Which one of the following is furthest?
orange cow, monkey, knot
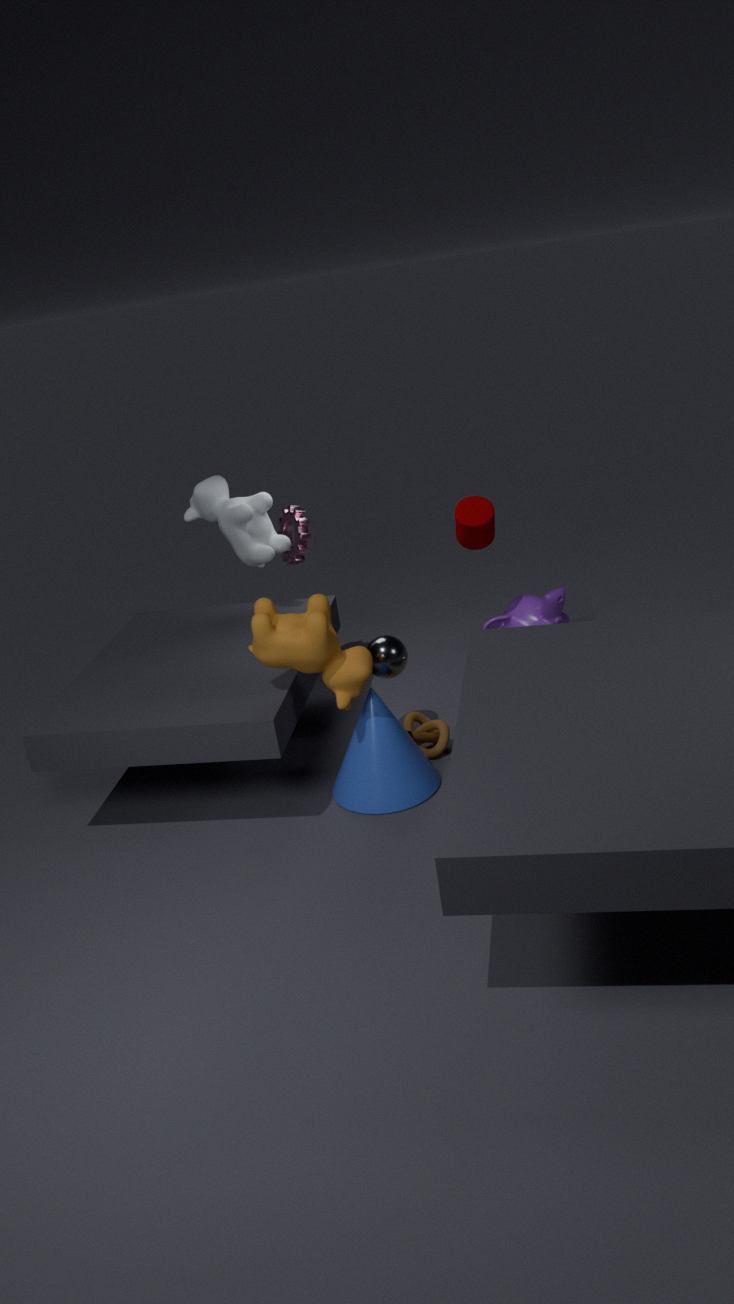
monkey
